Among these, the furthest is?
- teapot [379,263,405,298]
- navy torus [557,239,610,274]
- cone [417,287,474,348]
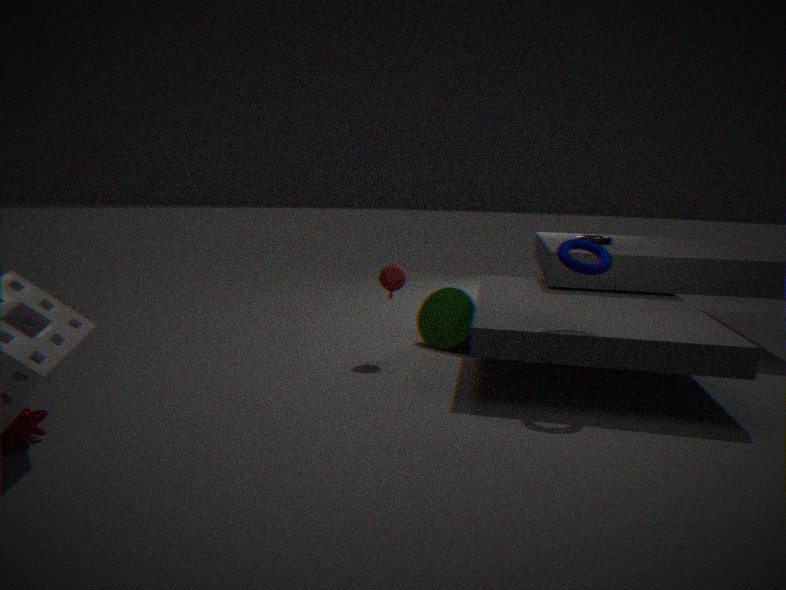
cone [417,287,474,348]
